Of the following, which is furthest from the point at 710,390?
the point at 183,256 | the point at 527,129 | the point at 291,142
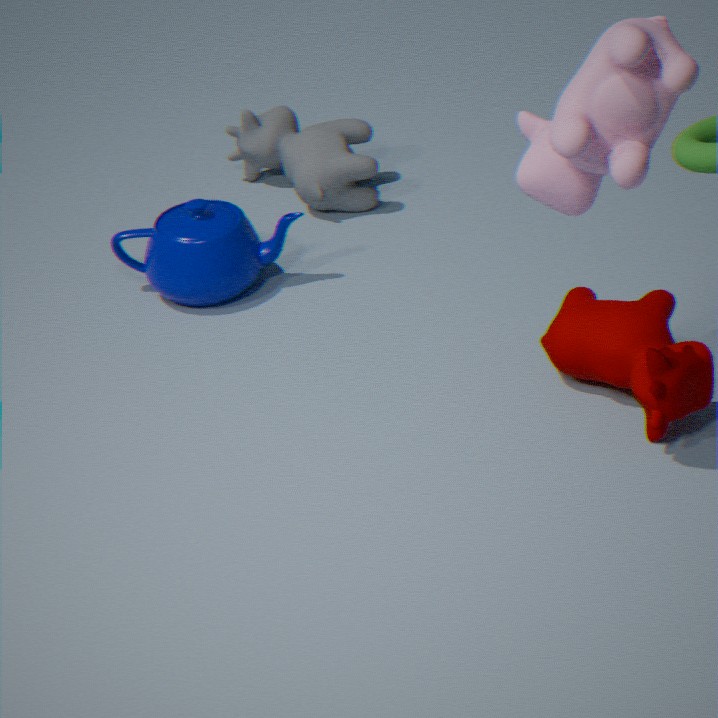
the point at 291,142
